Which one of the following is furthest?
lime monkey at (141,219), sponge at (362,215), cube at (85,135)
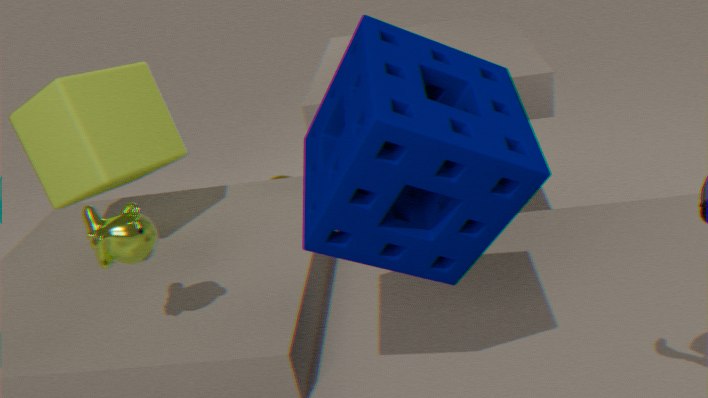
cube at (85,135)
